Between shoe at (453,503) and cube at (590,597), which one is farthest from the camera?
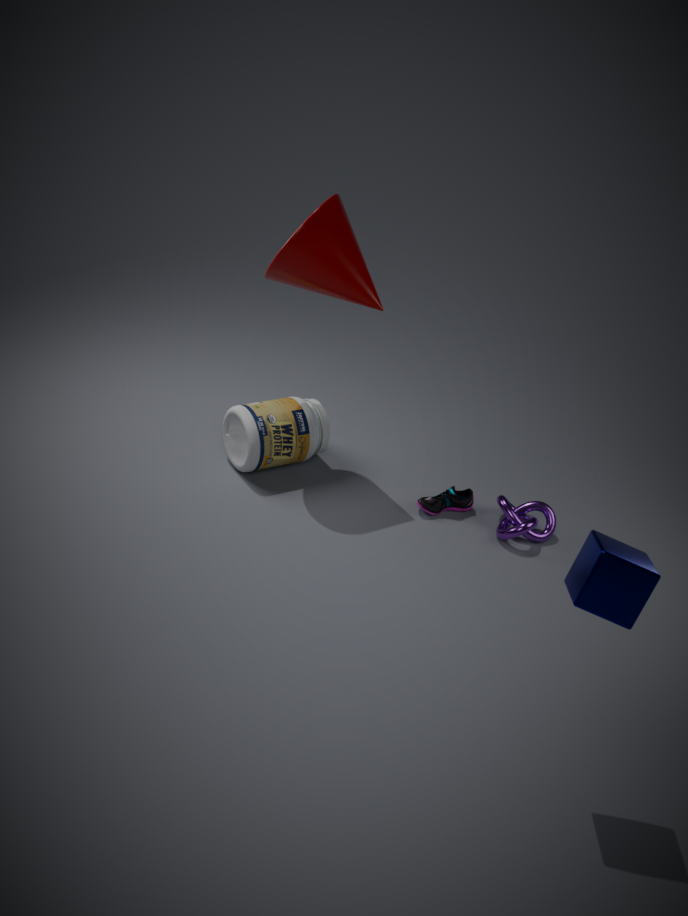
shoe at (453,503)
